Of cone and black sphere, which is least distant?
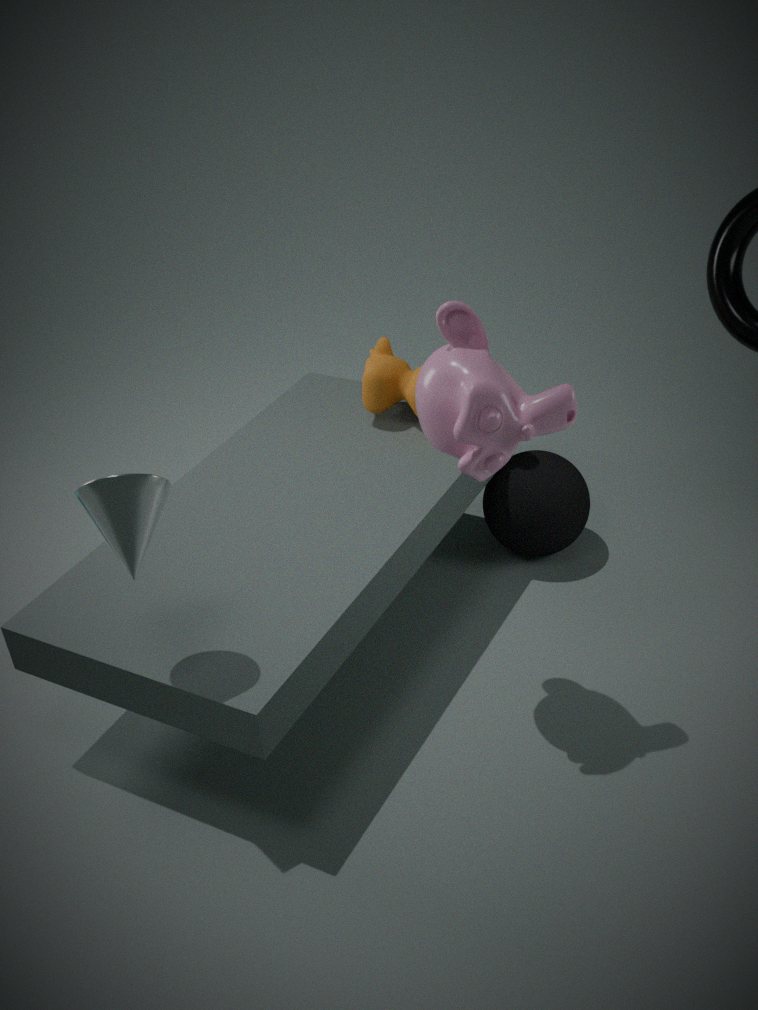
cone
